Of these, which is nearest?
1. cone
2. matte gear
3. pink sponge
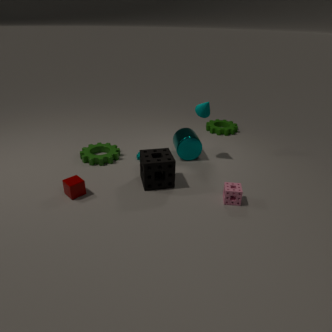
pink sponge
